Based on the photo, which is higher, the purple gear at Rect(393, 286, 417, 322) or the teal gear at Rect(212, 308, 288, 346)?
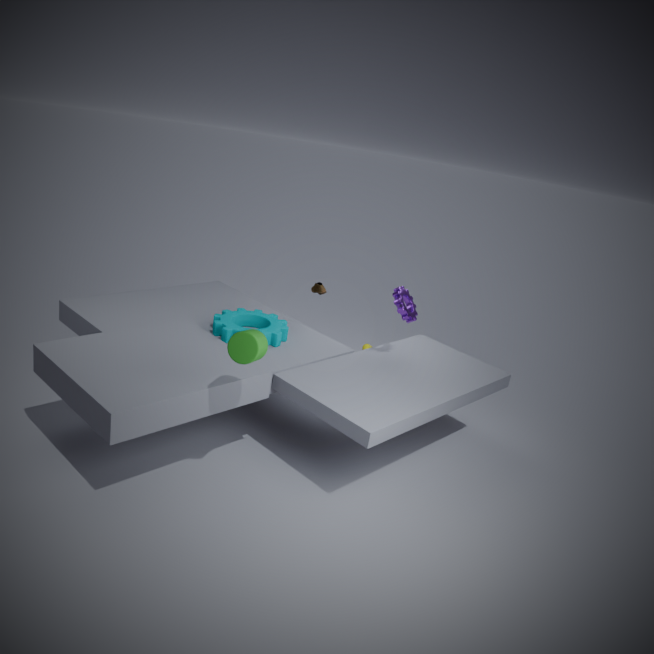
the purple gear at Rect(393, 286, 417, 322)
